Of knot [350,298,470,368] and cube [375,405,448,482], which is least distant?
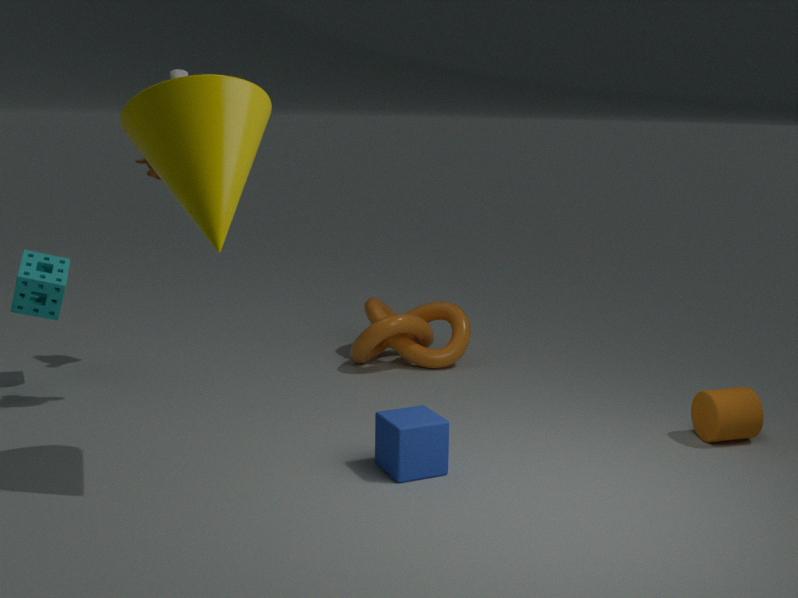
cube [375,405,448,482]
